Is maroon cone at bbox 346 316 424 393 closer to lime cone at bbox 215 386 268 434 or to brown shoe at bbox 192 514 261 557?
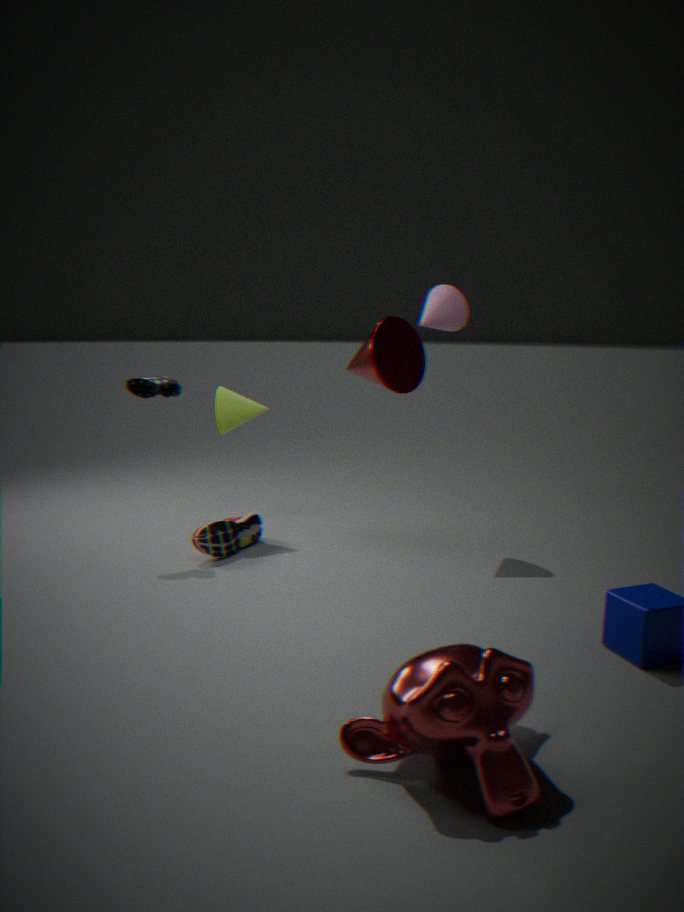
brown shoe at bbox 192 514 261 557
